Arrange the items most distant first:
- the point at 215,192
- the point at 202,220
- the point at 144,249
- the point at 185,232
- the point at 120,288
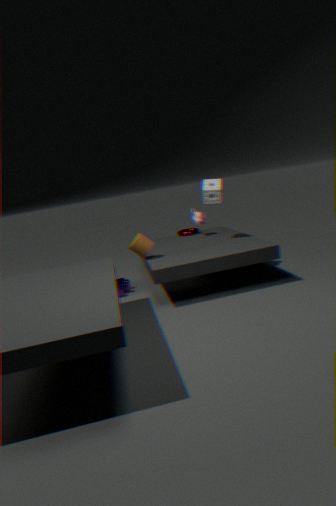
the point at 185,232
the point at 202,220
the point at 120,288
the point at 215,192
the point at 144,249
